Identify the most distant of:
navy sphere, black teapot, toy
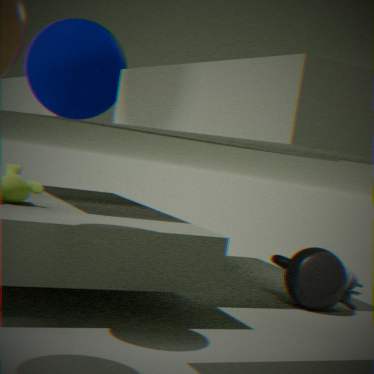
toy
